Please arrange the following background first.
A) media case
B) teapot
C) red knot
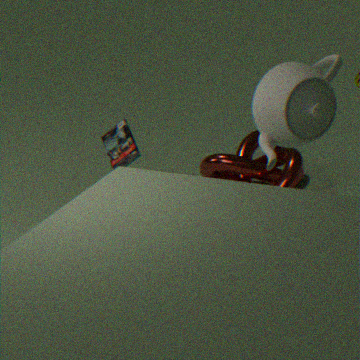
1. red knot
2. media case
3. teapot
